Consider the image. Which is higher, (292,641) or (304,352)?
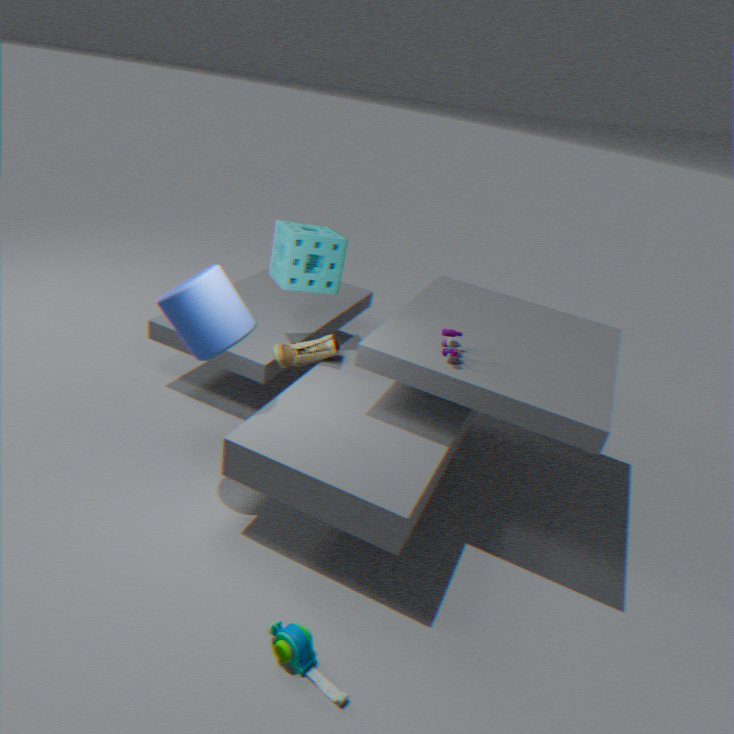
(304,352)
